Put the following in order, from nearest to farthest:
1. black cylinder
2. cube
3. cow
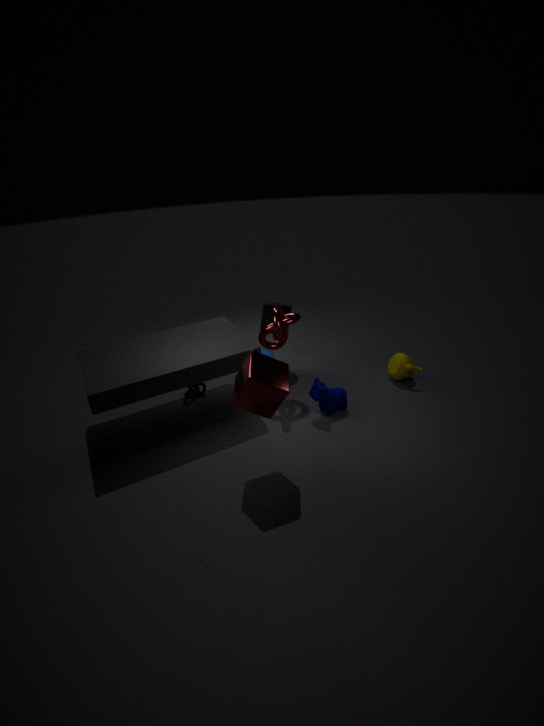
cube < cow < black cylinder
